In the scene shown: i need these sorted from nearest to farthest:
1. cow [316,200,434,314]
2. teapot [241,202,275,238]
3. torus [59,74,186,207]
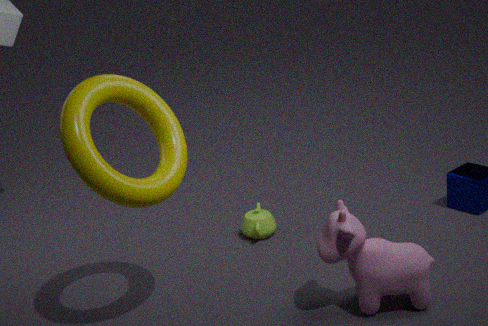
torus [59,74,186,207] → cow [316,200,434,314] → teapot [241,202,275,238]
